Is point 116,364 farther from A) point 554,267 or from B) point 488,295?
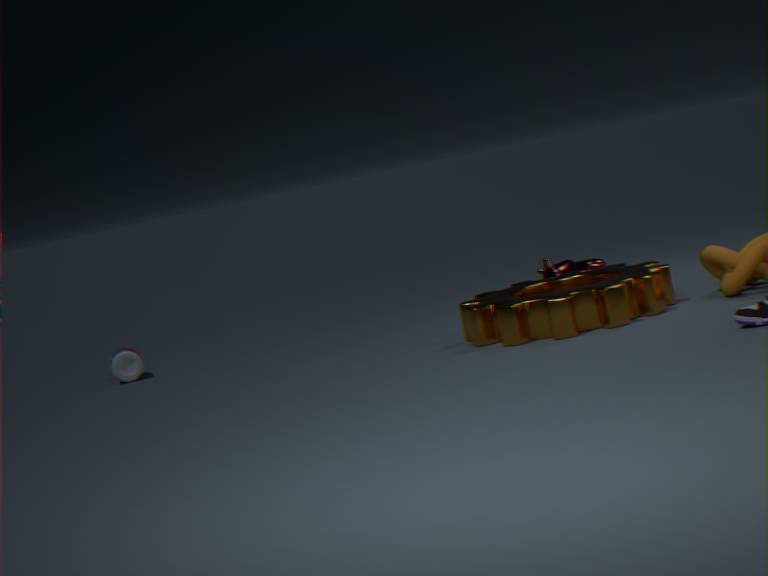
B) point 488,295
